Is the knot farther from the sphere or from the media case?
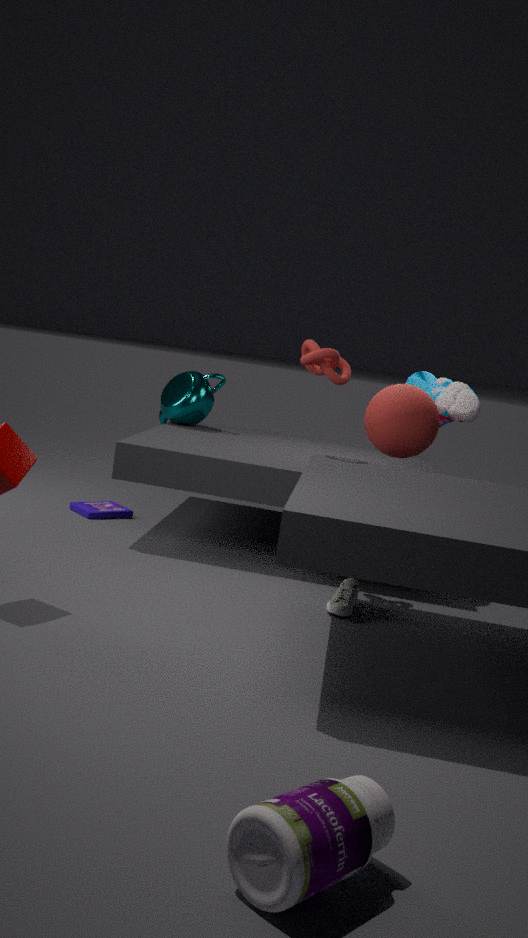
the media case
